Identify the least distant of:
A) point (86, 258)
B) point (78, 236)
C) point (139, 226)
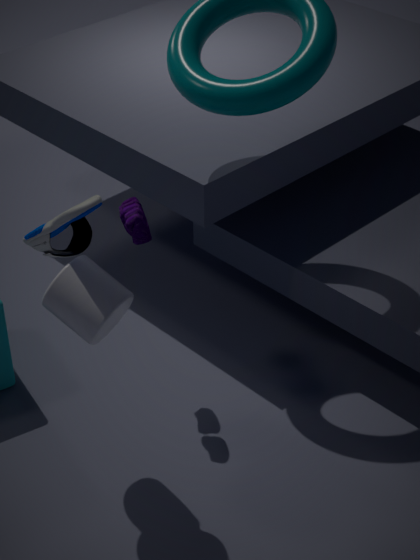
point (86, 258)
